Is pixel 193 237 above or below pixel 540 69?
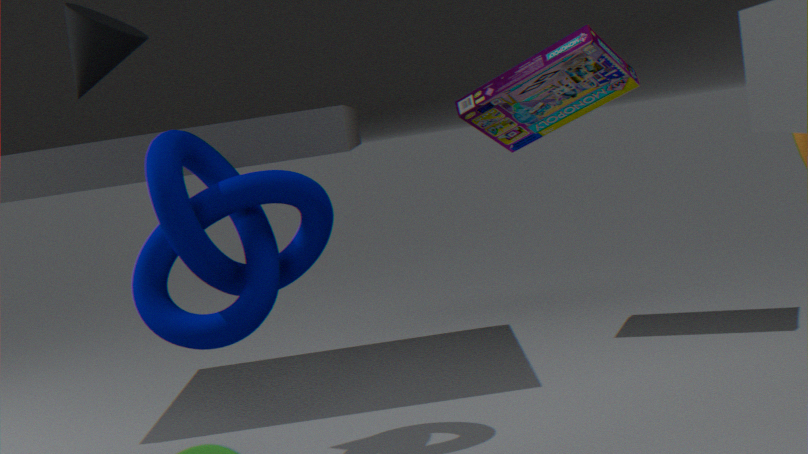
below
